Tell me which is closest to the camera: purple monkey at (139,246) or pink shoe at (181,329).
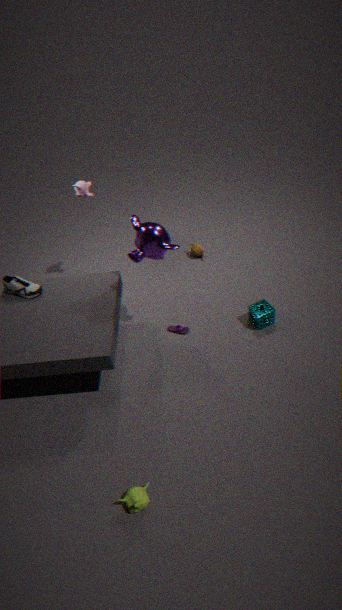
purple monkey at (139,246)
